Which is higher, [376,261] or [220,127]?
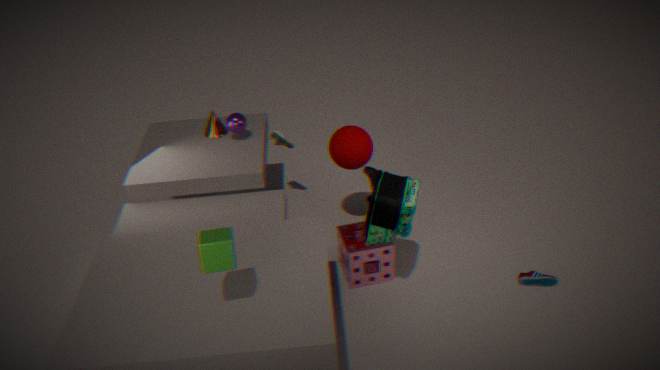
[220,127]
